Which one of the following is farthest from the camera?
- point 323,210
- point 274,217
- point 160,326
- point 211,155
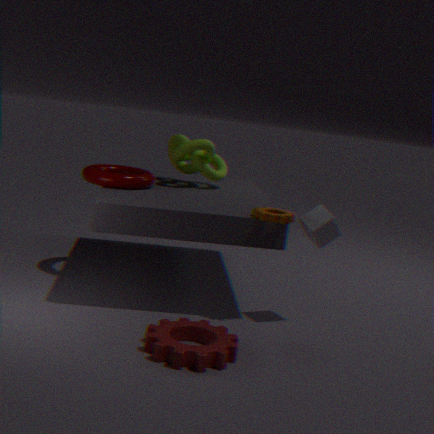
point 211,155
